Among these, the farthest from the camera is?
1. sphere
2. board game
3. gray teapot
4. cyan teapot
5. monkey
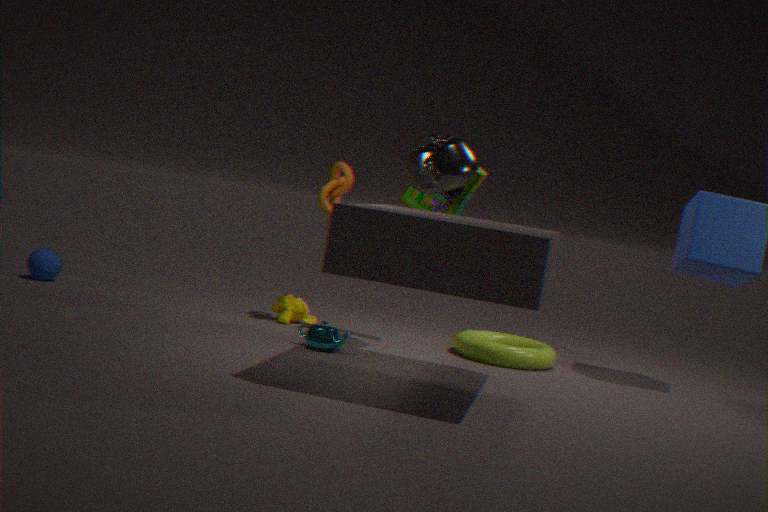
sphere
